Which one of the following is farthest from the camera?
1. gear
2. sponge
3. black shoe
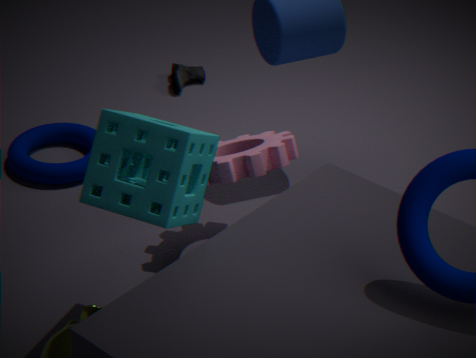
black shoe
